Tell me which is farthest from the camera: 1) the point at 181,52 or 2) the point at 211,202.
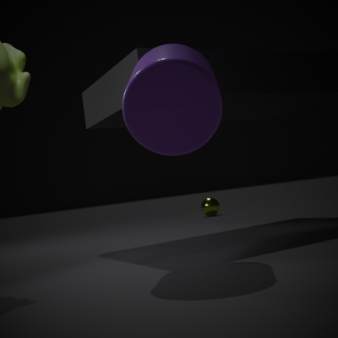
2. the point at 211,202
